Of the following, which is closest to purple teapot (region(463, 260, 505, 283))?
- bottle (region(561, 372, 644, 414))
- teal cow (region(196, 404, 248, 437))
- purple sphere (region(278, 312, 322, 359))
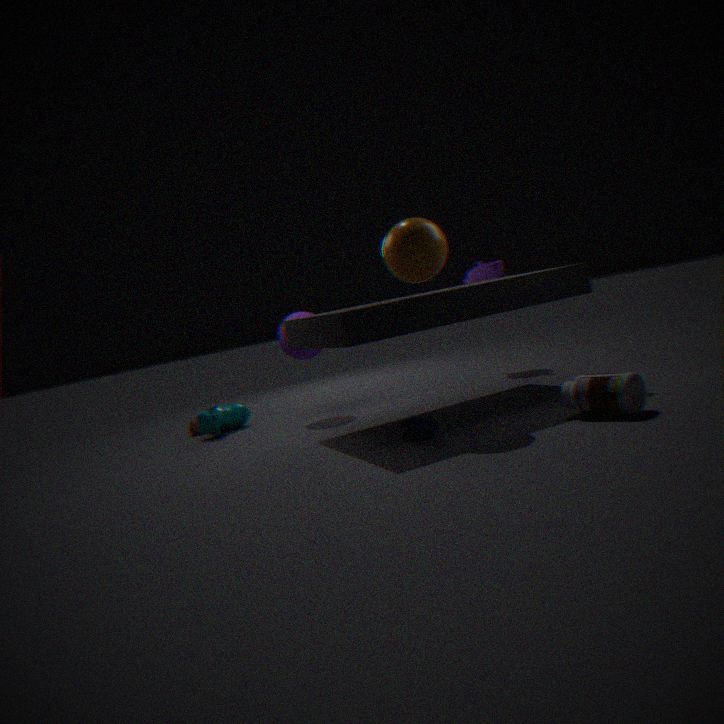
purple sphere (region(278, 312, 322, 359))
